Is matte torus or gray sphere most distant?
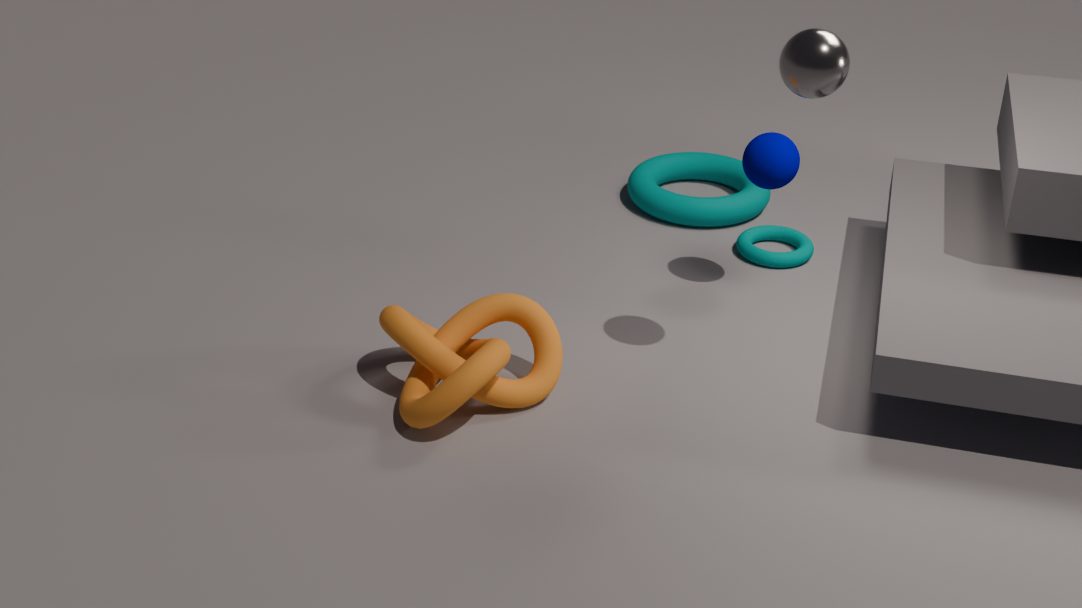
matte torus
